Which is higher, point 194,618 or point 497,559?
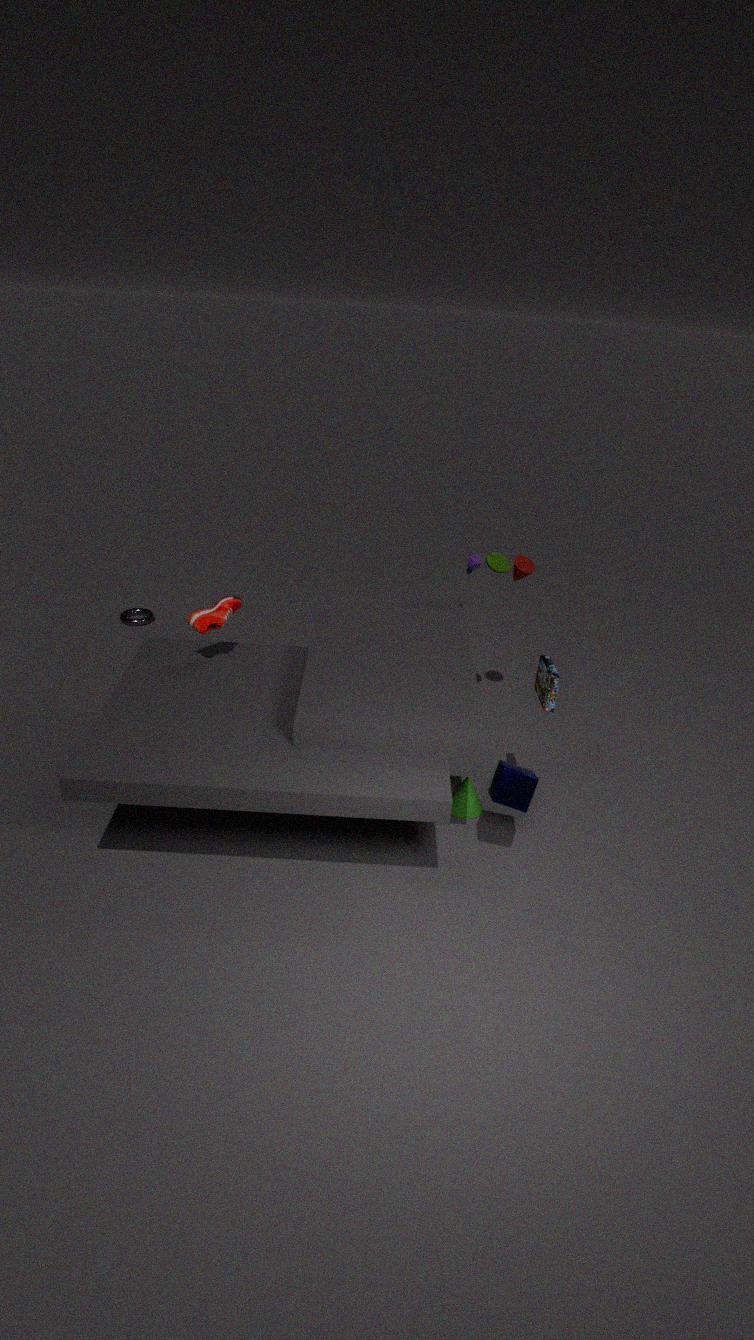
point 497,559
